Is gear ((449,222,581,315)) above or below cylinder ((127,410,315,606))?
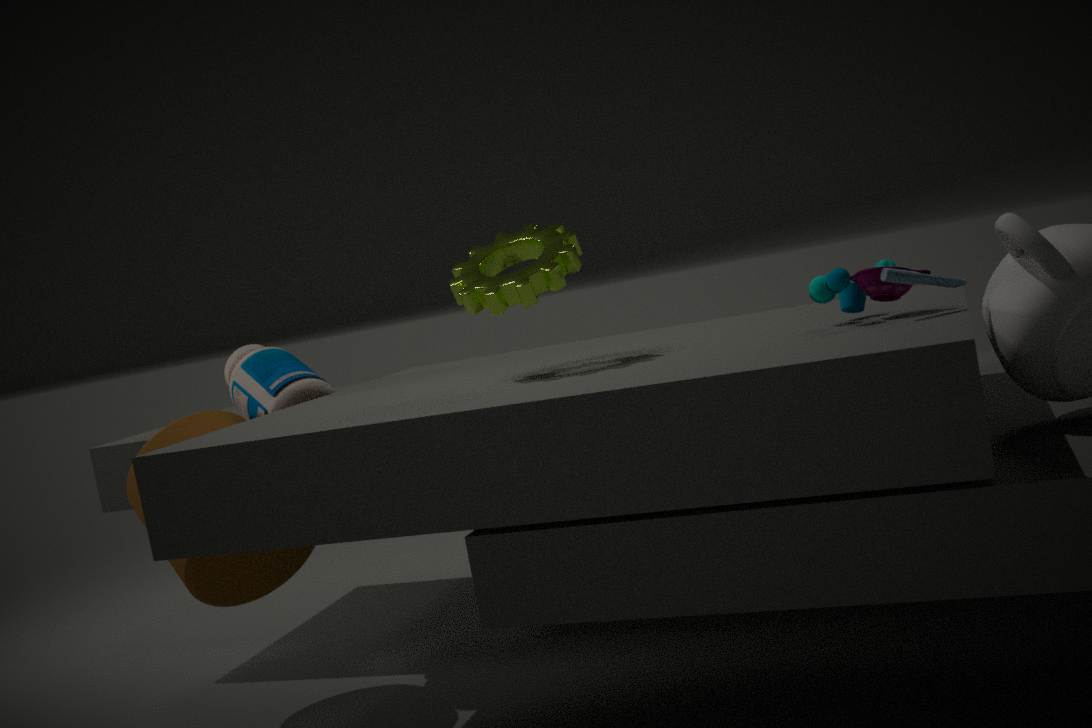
above
